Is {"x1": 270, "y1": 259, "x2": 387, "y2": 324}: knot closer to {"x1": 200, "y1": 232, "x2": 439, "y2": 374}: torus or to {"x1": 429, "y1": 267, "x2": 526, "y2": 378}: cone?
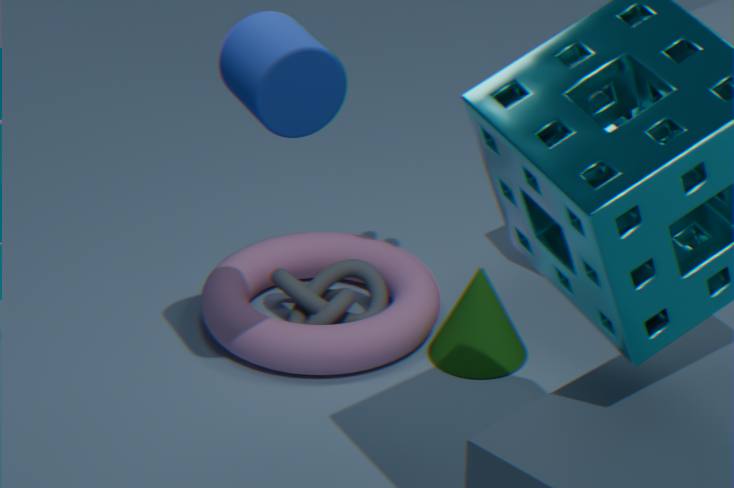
{"x1": 200, "y1": 232, "x2": 439, "y2": 374}: torus
